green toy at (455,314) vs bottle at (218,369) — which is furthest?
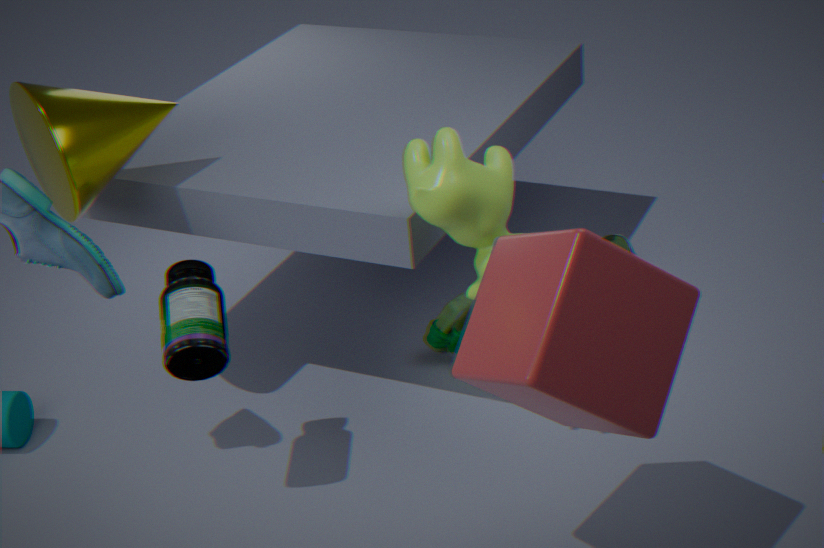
green toy at (455,314)
